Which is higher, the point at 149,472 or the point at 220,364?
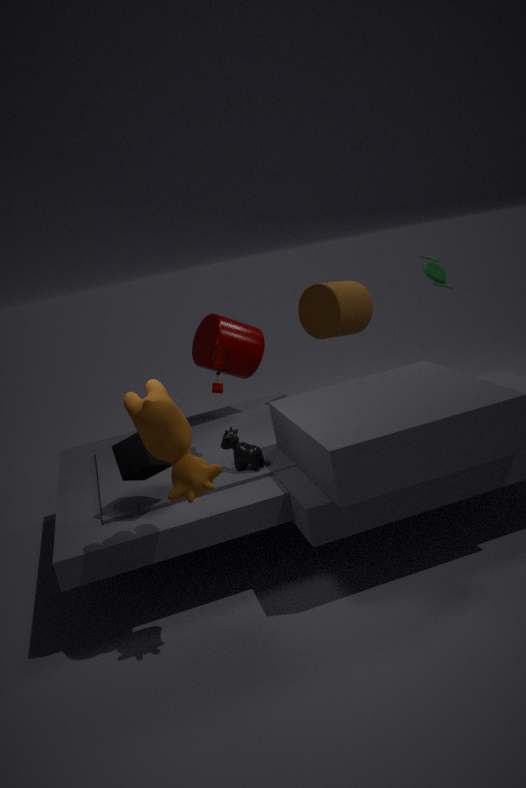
the point at 220,364
